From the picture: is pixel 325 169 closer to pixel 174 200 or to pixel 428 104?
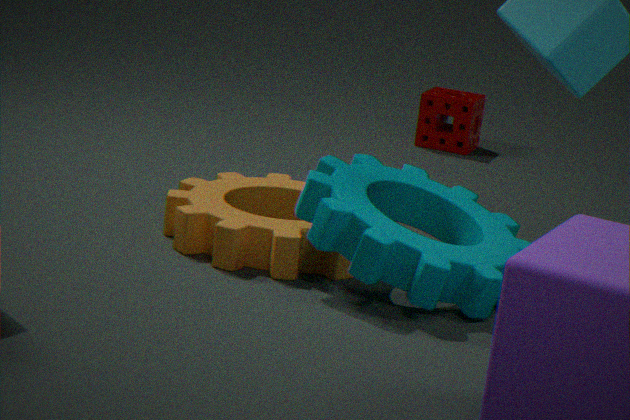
pixel 174 200
